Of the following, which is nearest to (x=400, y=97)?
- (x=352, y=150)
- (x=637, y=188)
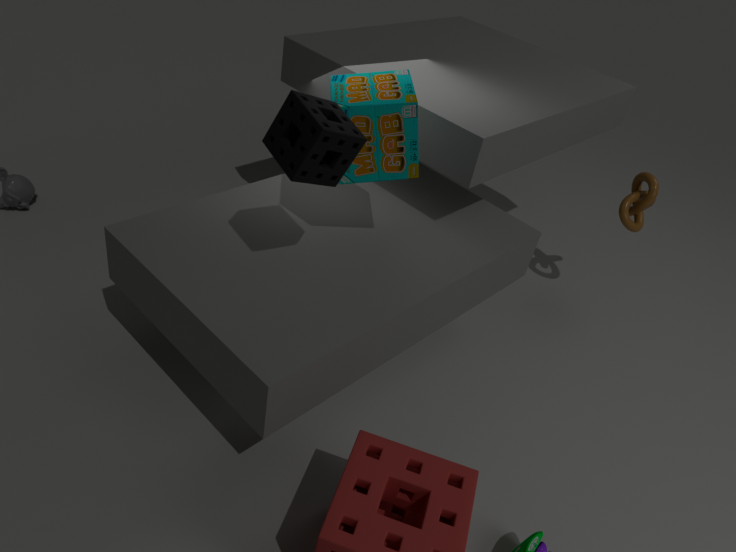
(x=352, y=150)
